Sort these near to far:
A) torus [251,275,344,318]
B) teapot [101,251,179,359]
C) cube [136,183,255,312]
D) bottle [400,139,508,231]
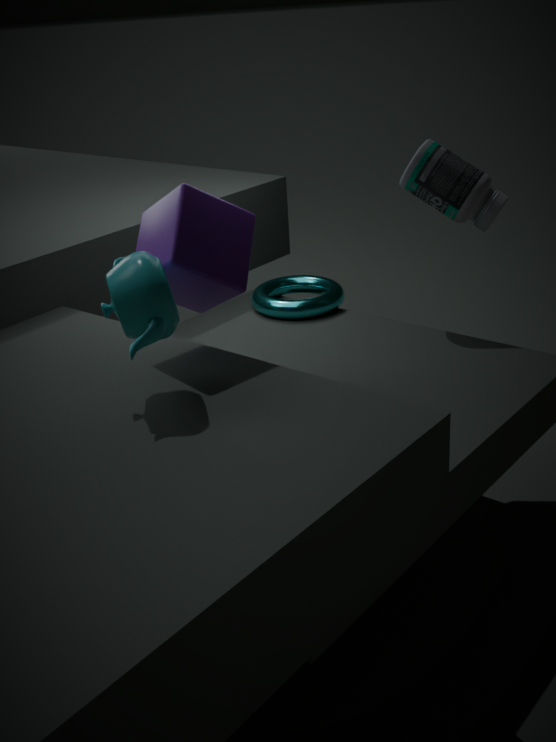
teapot [101,251,179,359] < cube [136,183,255,312] < bottle [400,139,508,231] < torus [251,275,344,318]
